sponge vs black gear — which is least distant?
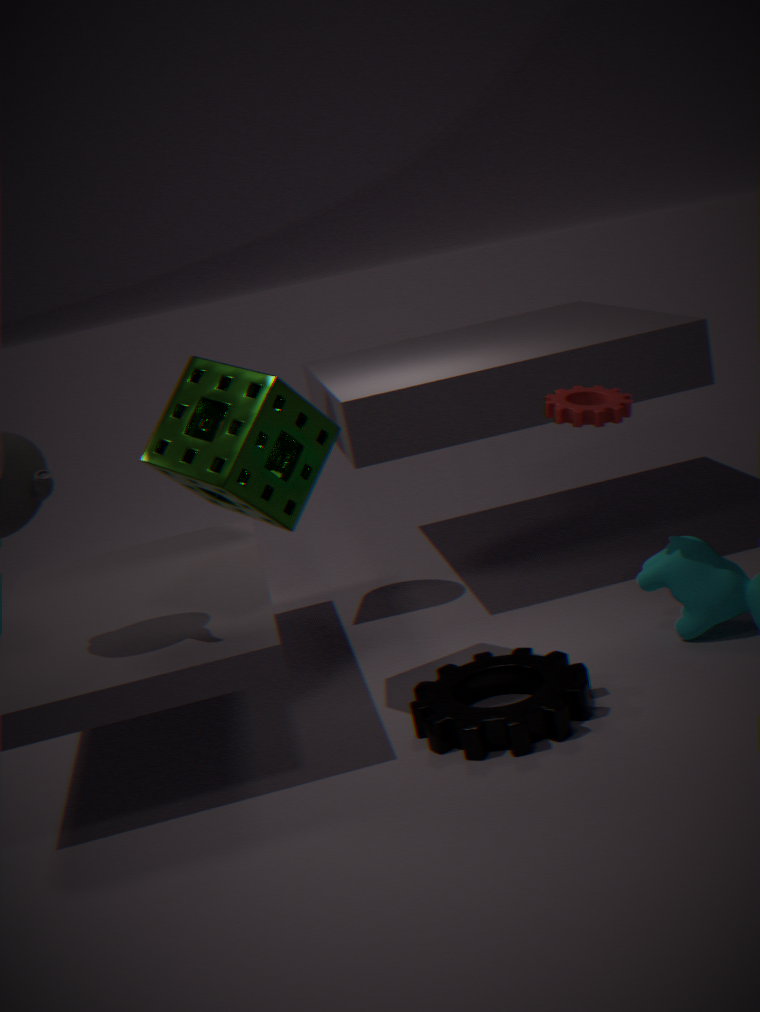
black gear
